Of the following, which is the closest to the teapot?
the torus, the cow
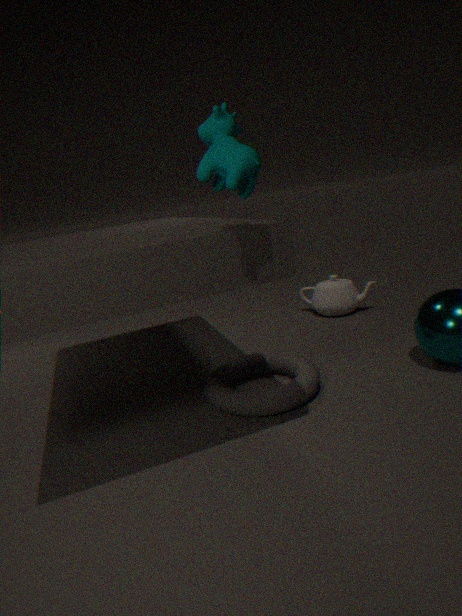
the torus
